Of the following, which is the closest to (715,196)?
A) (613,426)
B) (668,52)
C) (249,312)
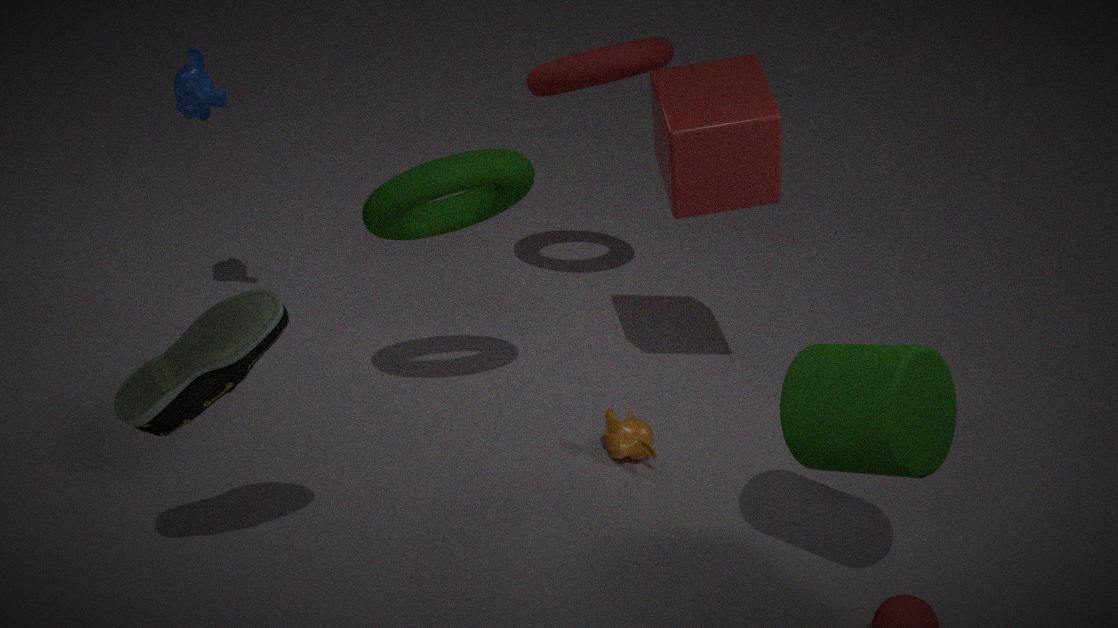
(668,52)
